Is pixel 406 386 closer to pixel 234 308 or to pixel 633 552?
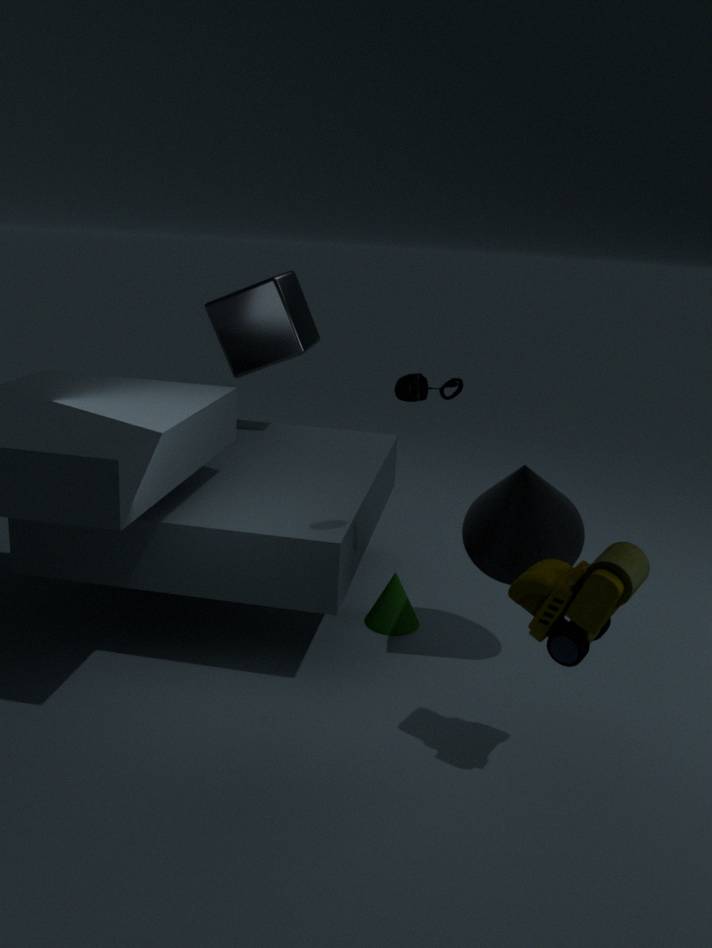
pixel 633 552
